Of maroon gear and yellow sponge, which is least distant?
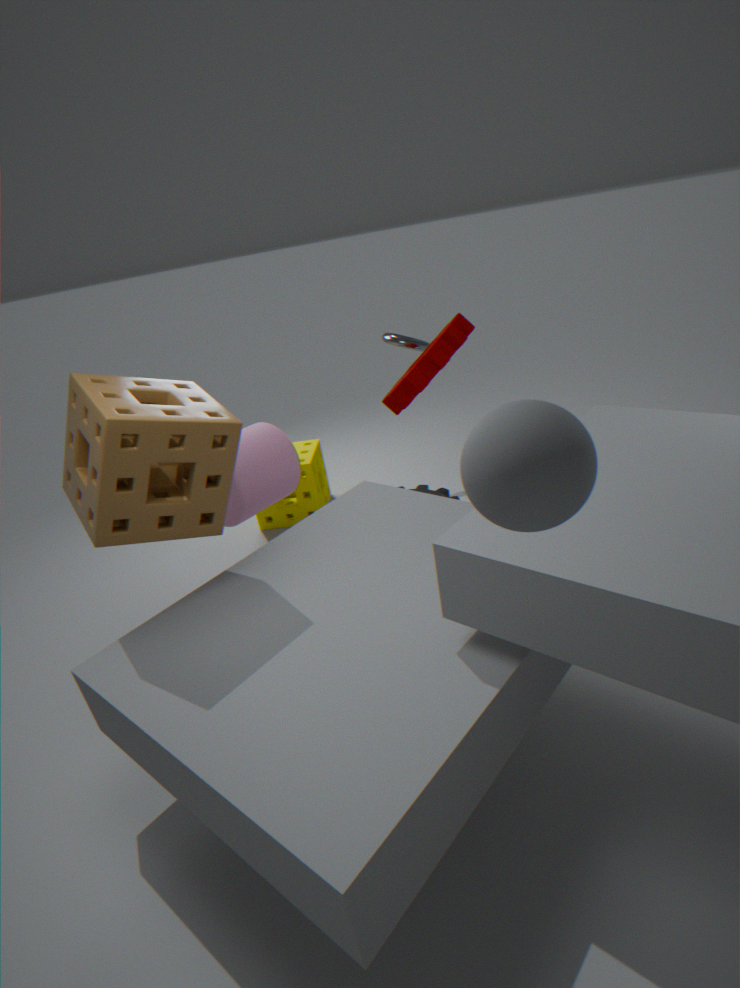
maroon gear
